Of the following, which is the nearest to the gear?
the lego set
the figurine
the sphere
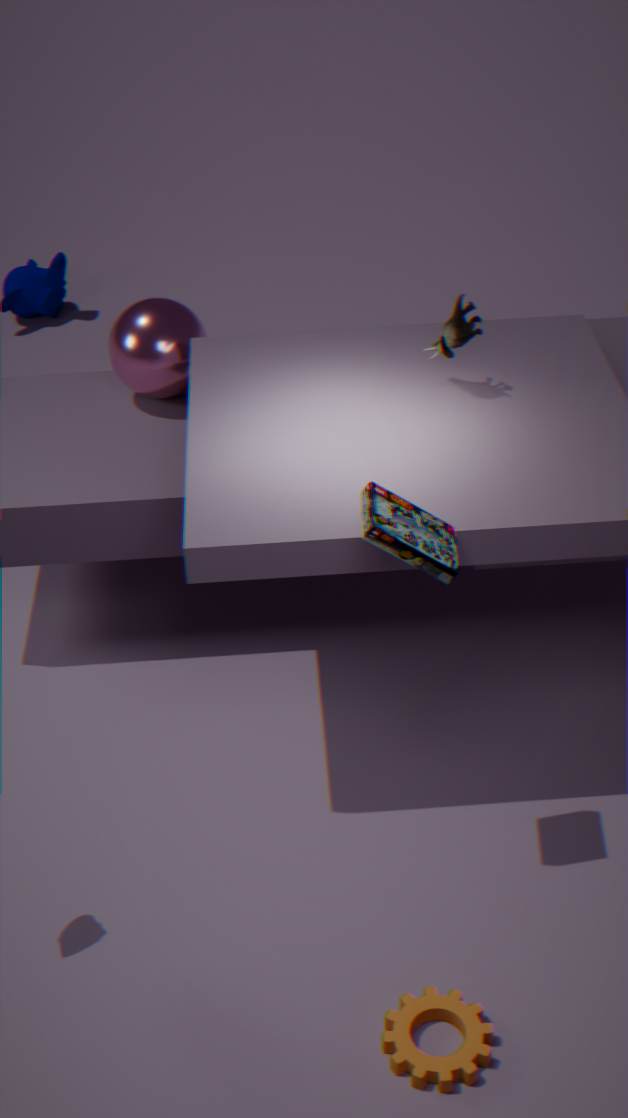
the lego set
